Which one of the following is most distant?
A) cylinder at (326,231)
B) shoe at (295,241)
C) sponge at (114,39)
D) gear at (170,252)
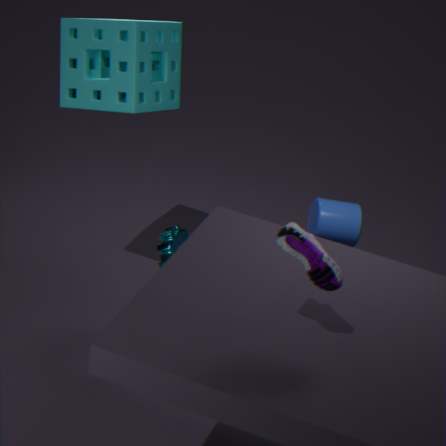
cylinder at (326,231)
